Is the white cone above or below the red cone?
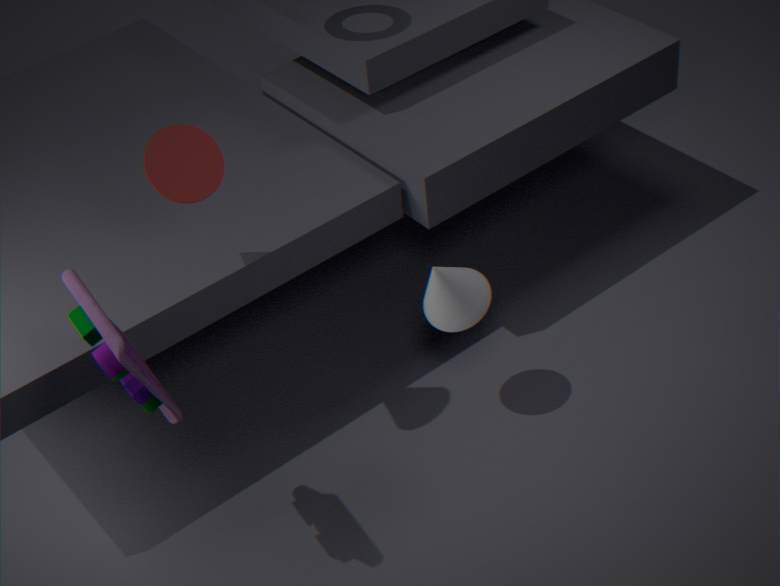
below
